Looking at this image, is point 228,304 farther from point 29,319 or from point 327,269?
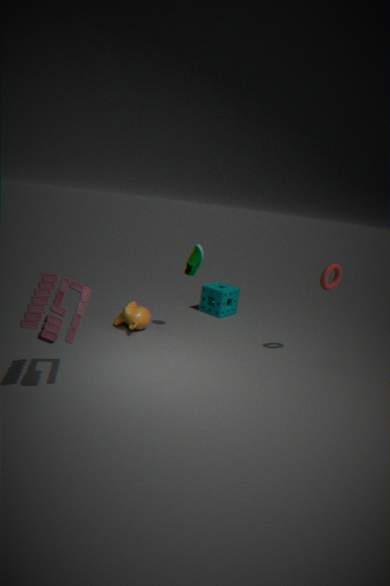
point 29,319
